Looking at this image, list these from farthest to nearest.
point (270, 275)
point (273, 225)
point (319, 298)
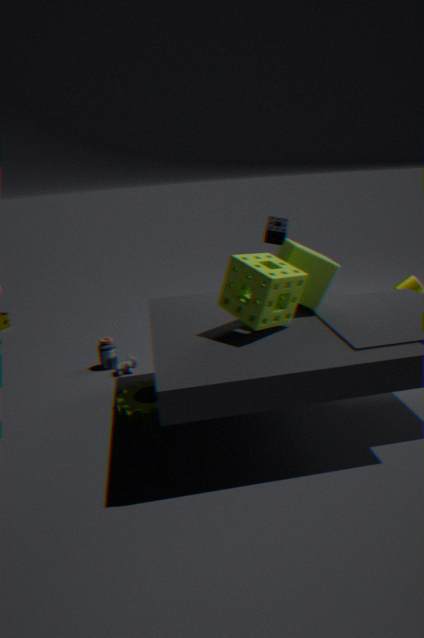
1. point (273, 225)
2. point (319, 298)
3. point (270, 275)
